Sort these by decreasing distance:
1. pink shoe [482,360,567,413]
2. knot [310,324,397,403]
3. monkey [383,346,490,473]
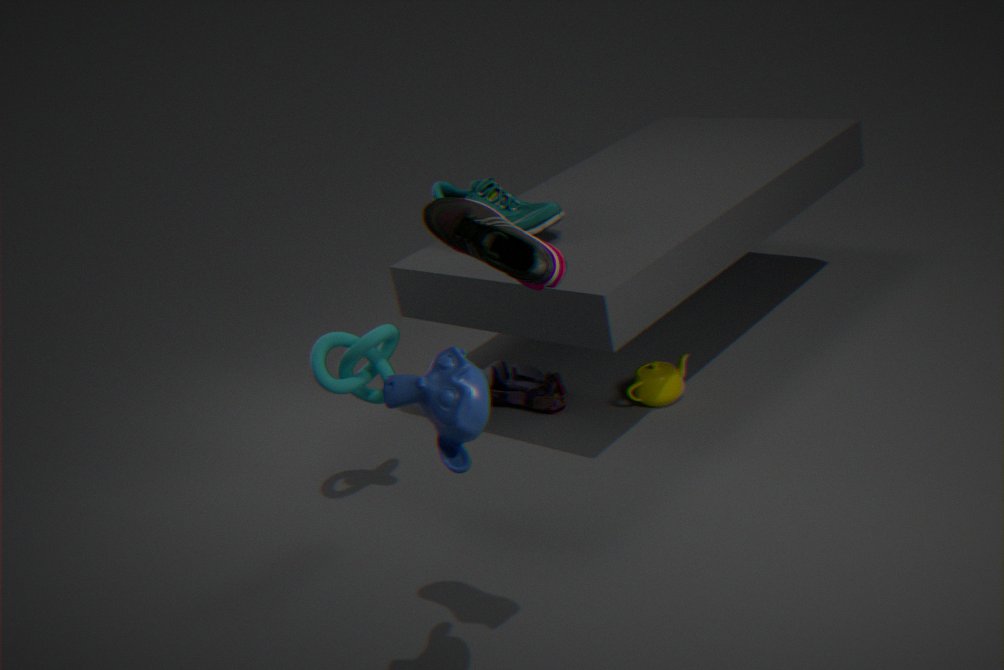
pink shoe [482,360,567,413] < knot [310,324,397,403] < monkey [383,346,490,473]
